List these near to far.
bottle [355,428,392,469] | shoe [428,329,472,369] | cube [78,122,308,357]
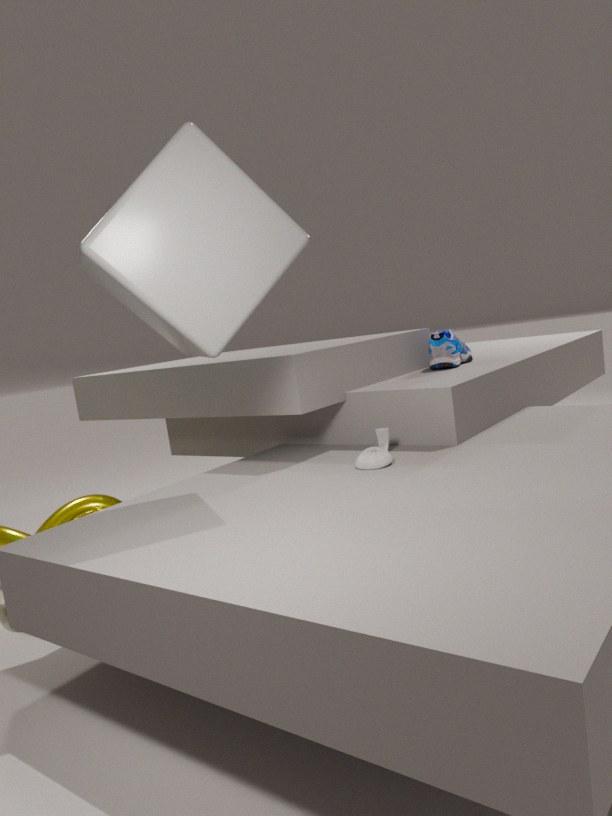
1. cube [78,122,308,357]
2. bottle [355,428,392,469]
3. shoe [428,329,472,369]
